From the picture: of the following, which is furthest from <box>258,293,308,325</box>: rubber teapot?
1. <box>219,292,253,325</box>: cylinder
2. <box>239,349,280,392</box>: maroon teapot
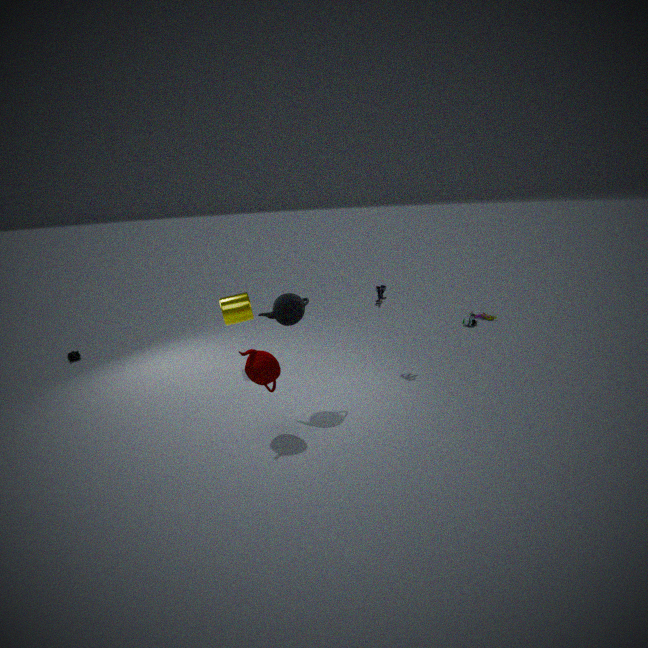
<box>219,292,253,325</box>: cylinder
